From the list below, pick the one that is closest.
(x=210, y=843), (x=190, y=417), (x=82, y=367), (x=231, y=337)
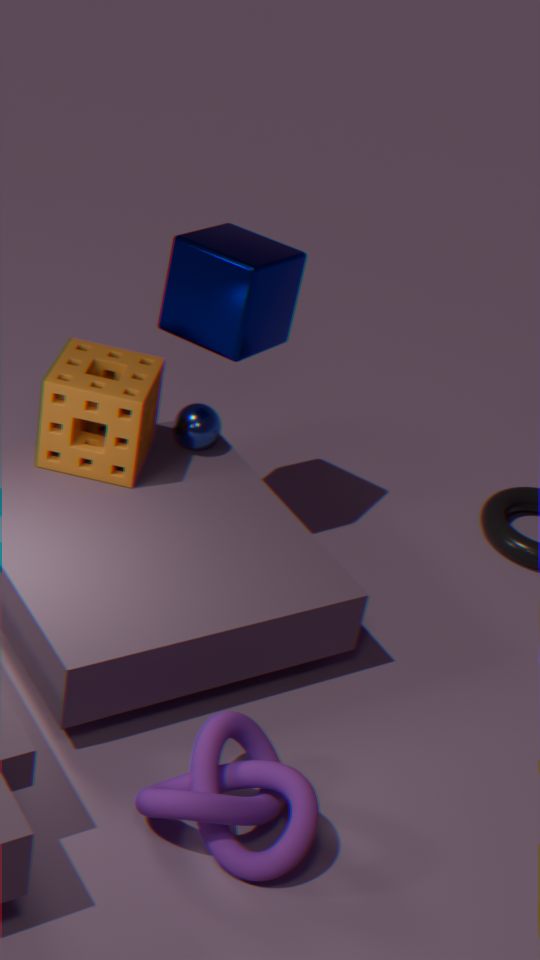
(x=210, y=843)
